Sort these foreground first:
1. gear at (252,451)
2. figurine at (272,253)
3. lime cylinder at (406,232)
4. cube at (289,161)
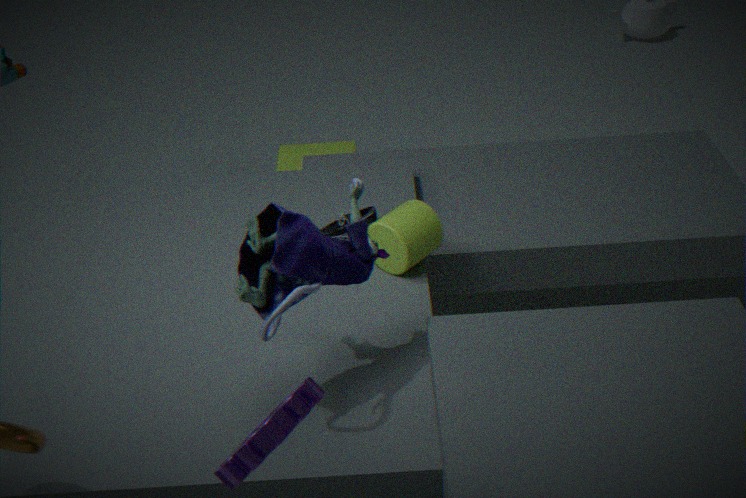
gear at (252,451)
figurine at (272,253)
lime cylinder at (406,232)
cube at (289,161)
